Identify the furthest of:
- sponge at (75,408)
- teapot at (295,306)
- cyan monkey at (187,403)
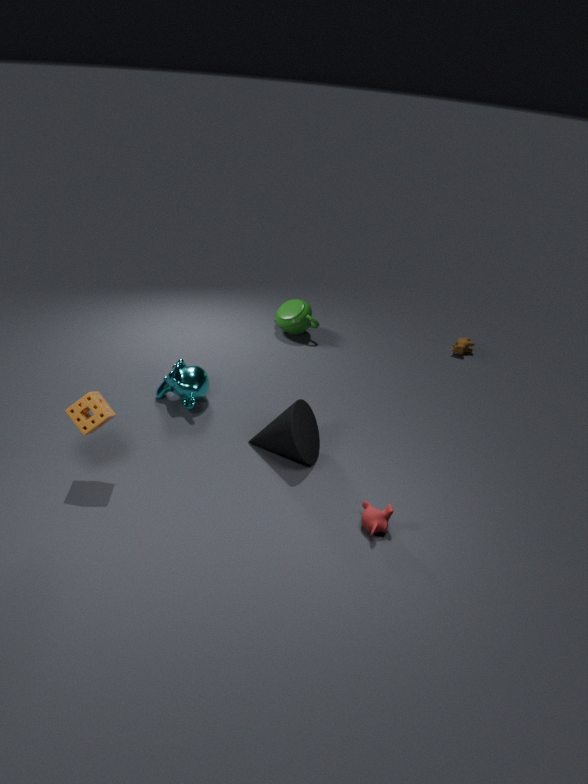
teapot at (295,306)
